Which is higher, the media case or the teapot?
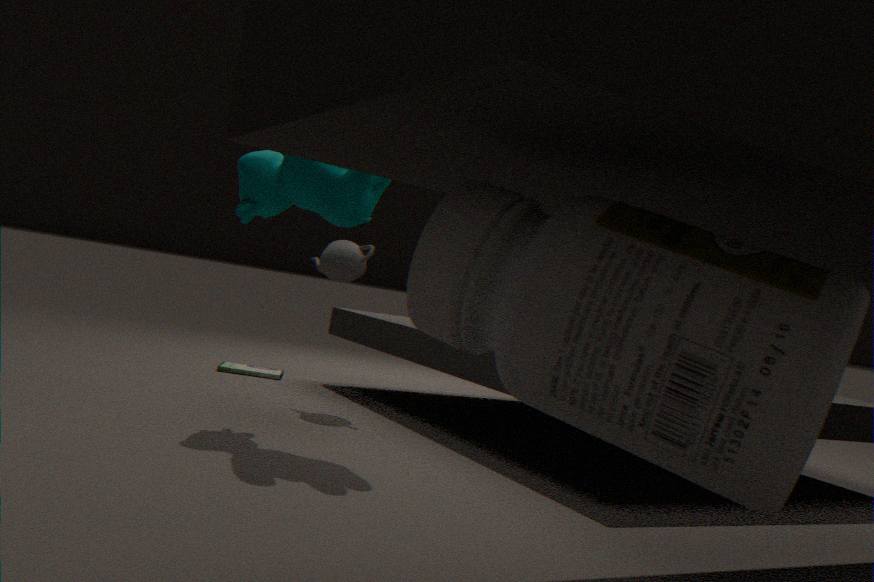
the teapot
